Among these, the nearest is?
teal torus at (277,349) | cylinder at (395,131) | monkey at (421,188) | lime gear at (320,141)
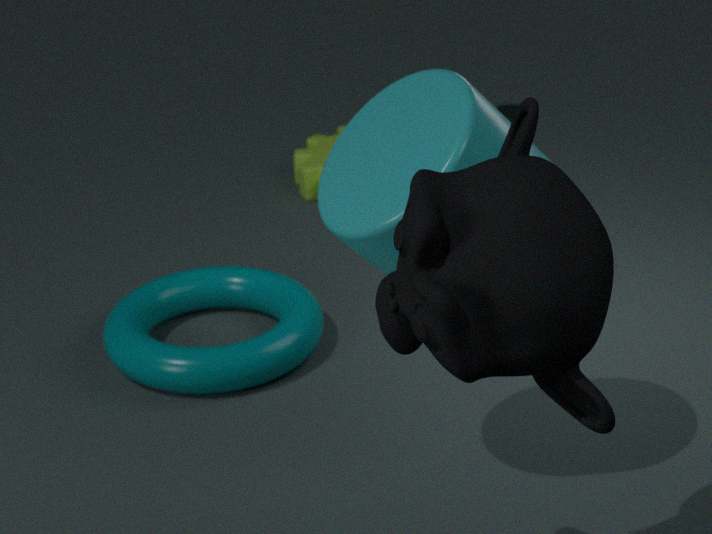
monkey at (421,188)
